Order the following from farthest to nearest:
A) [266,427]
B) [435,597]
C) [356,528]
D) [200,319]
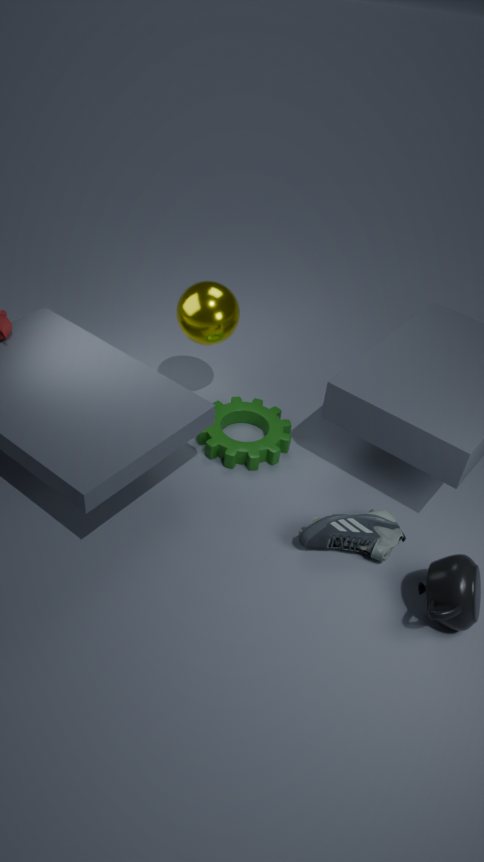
[266,427] < [200,319] < [356,528] < [435,597]
